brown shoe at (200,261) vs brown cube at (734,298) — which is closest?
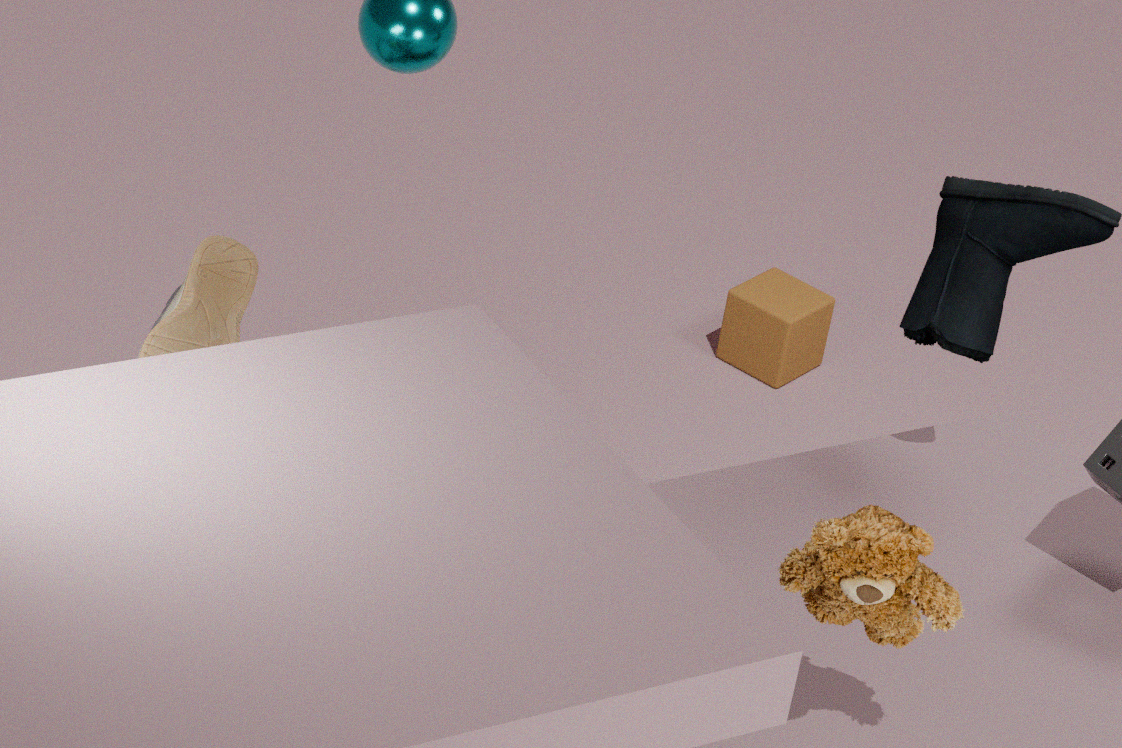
brown shoe at (200,261)
